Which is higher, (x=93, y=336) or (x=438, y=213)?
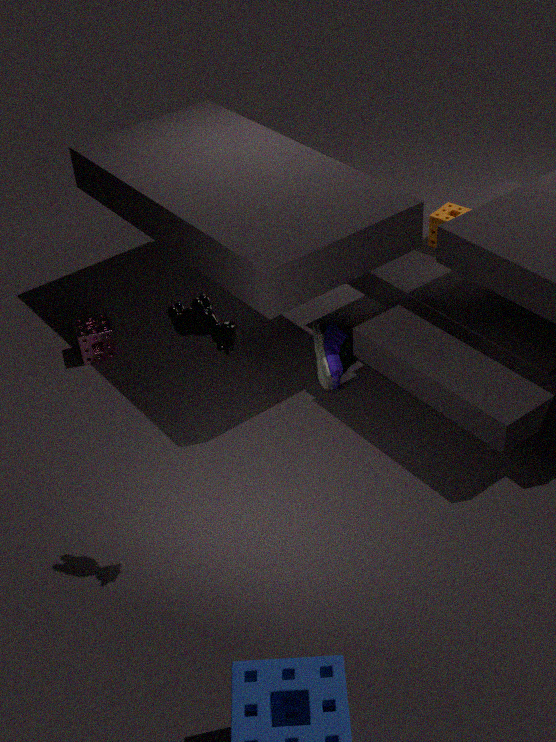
(x=438, y=213)
